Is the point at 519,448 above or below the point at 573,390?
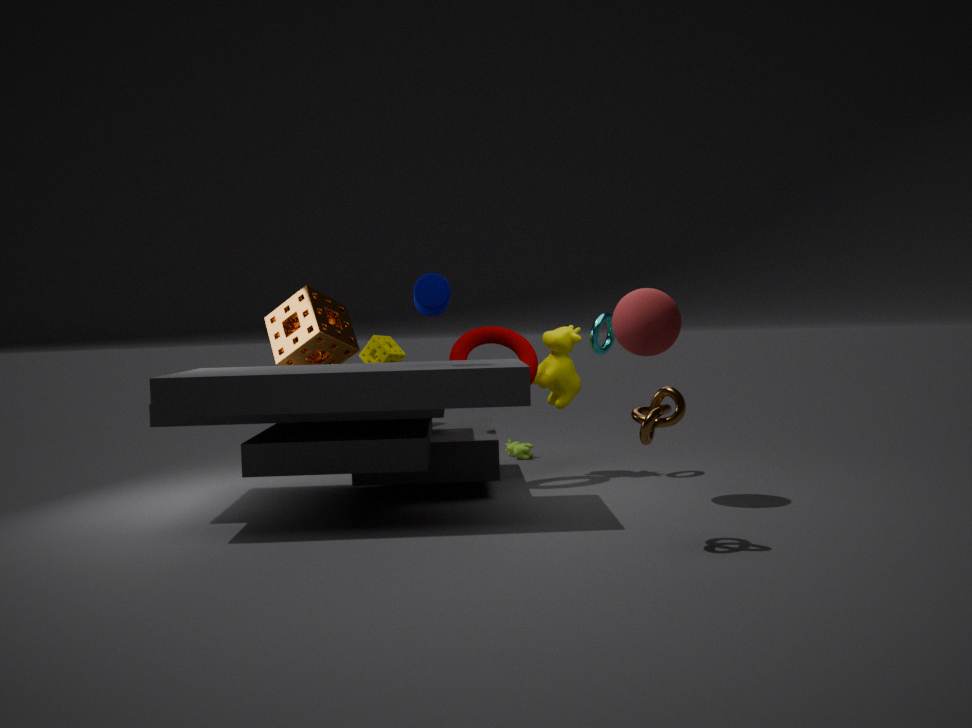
below
